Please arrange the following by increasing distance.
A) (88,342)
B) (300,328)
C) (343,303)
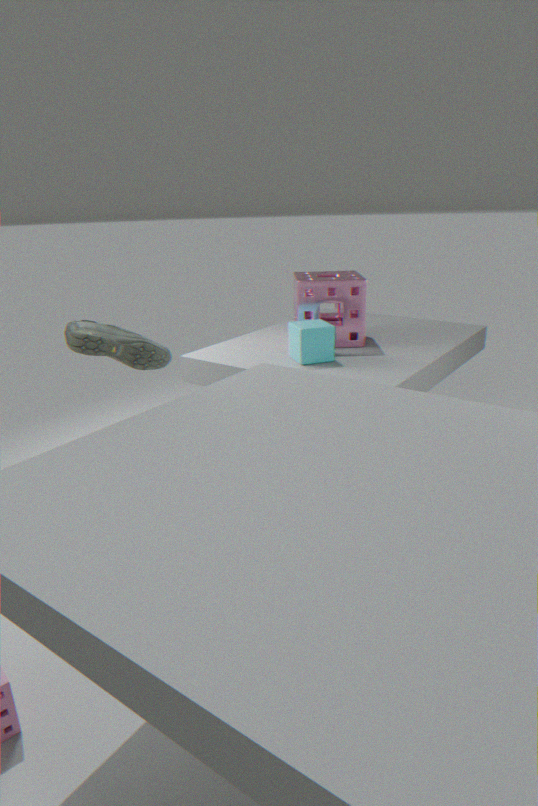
(88,342) → (300,328) → (343,303)
